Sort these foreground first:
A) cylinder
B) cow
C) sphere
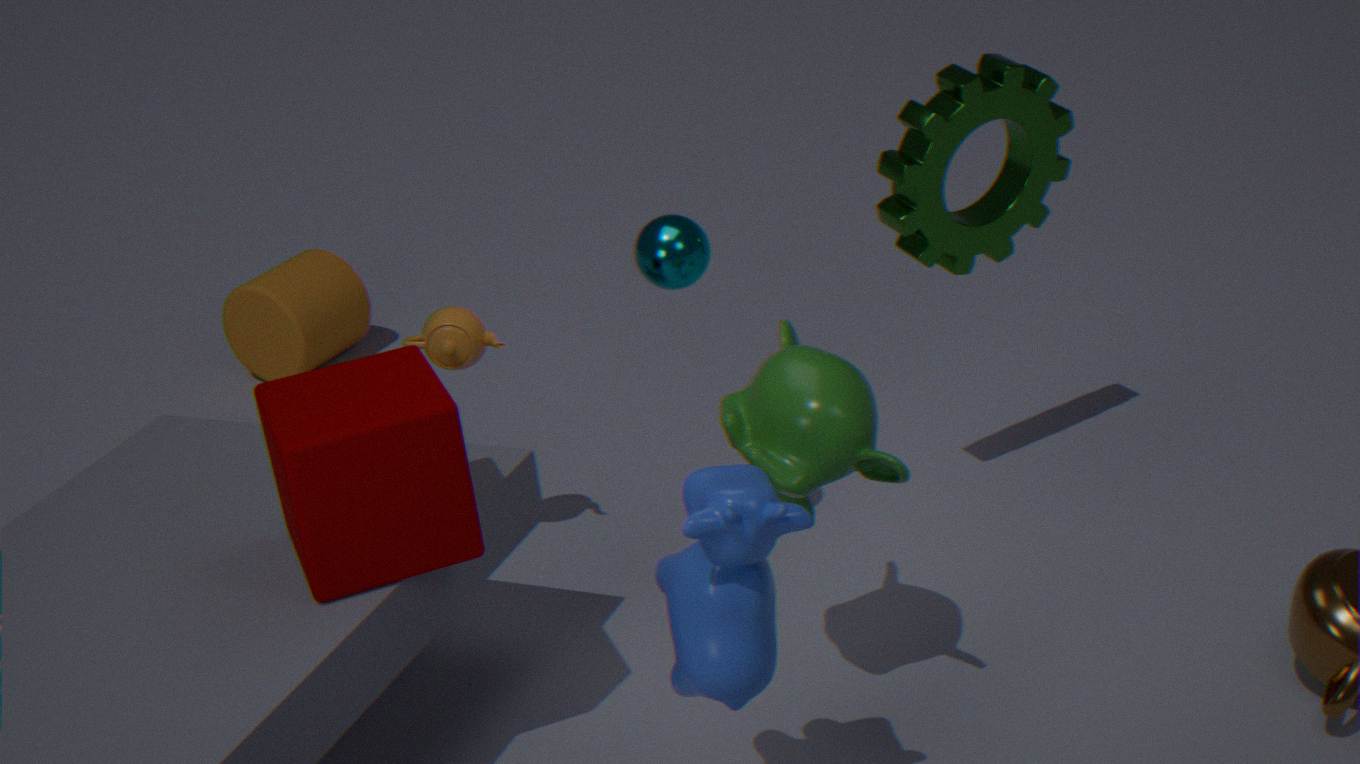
cow, sphere, cylinder
